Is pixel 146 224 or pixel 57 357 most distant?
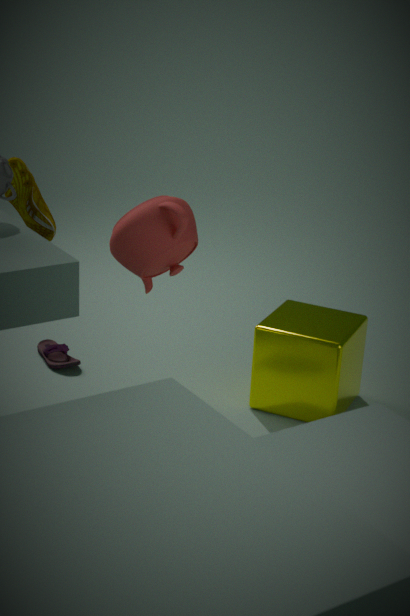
pixel 57 357
